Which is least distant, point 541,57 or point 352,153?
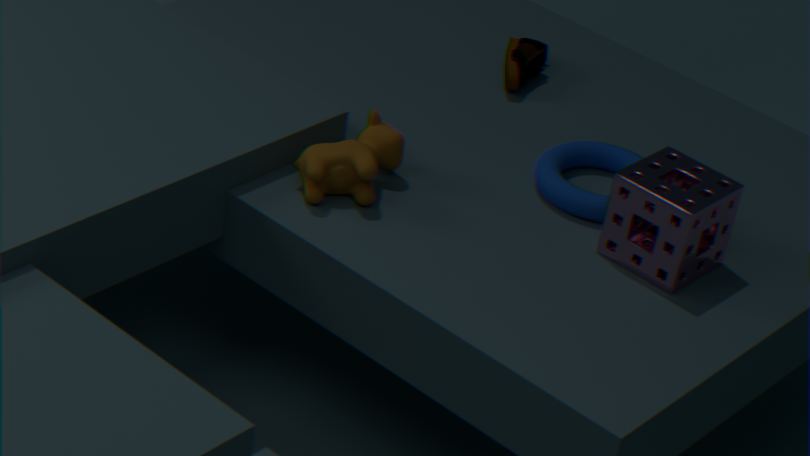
point 352,153
